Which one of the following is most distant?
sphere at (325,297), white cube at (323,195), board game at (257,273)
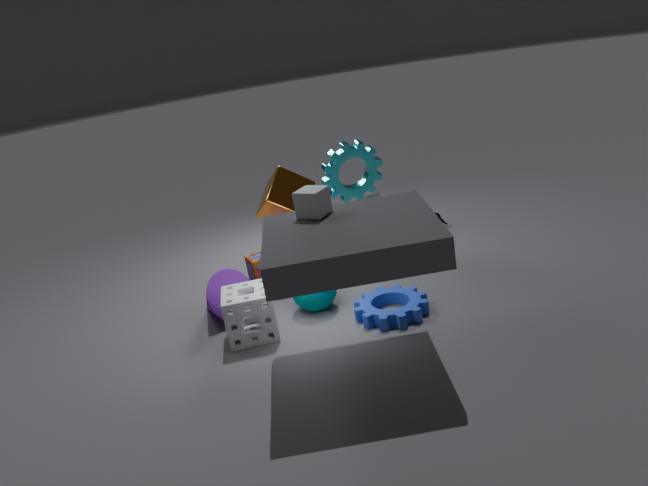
board game at (257,273)
